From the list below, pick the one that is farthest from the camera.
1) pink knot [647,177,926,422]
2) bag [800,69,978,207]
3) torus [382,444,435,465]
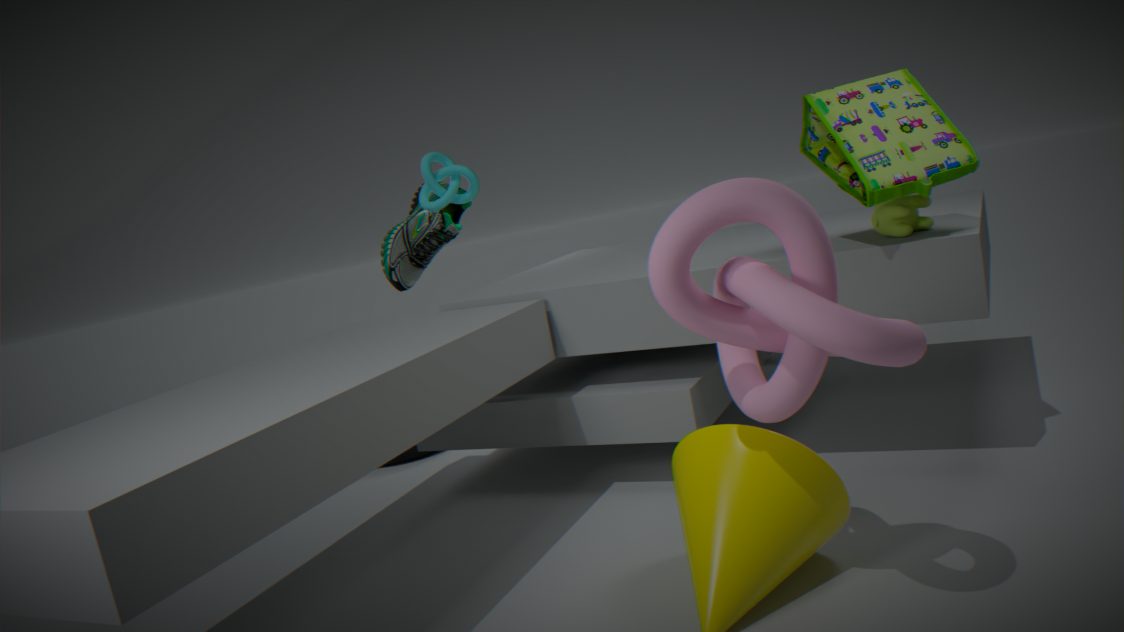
3. torus [382,444,435,465]
